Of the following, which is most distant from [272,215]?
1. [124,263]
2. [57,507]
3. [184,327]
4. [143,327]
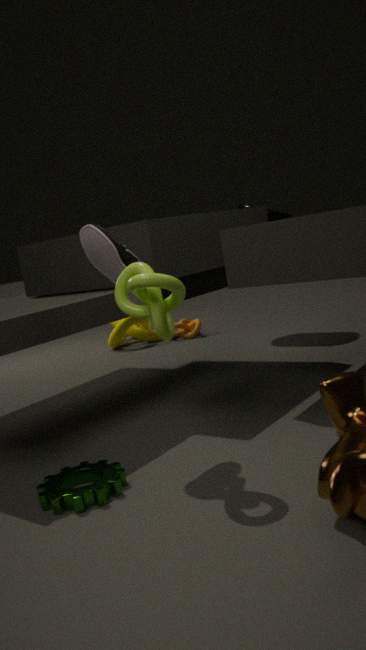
[57,507]
